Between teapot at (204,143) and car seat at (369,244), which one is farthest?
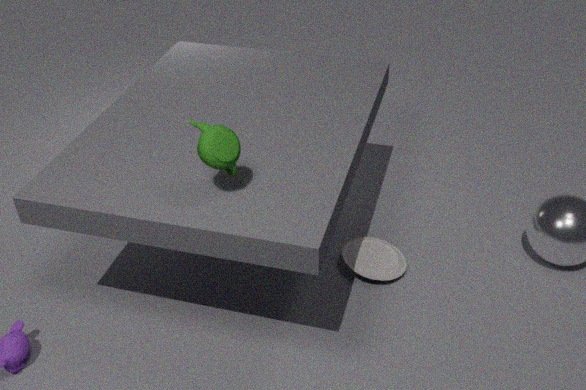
car seat at (369,244)
